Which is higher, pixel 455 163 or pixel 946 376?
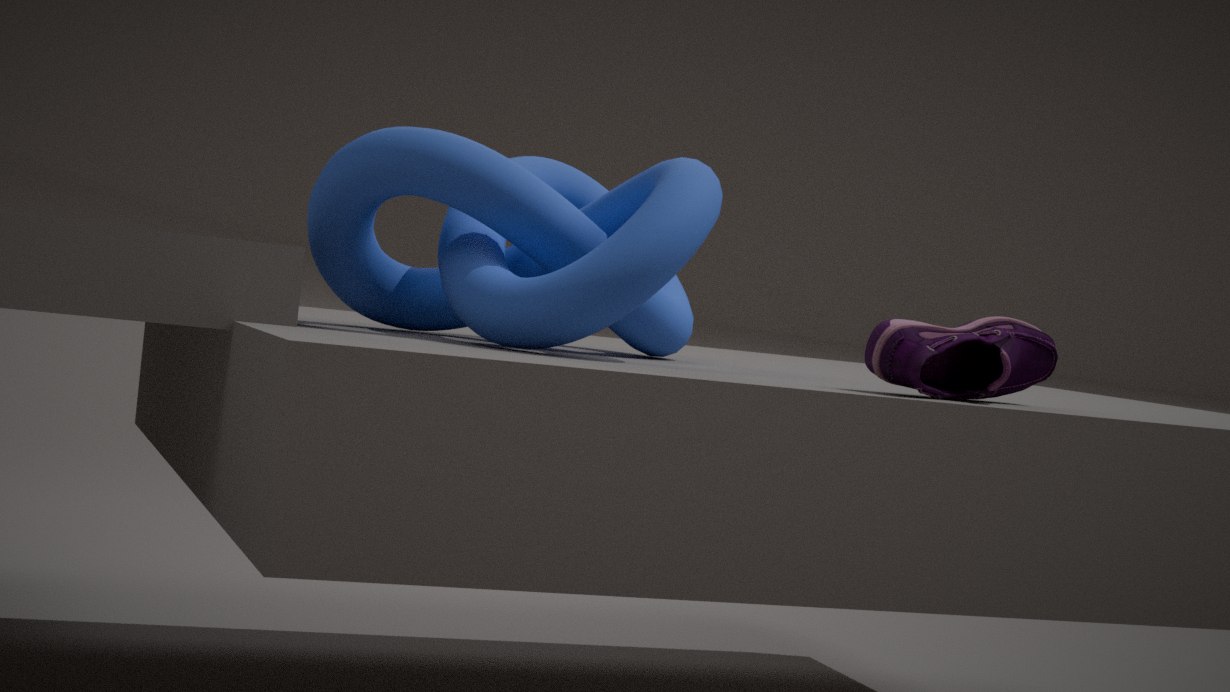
pixel 455 163
